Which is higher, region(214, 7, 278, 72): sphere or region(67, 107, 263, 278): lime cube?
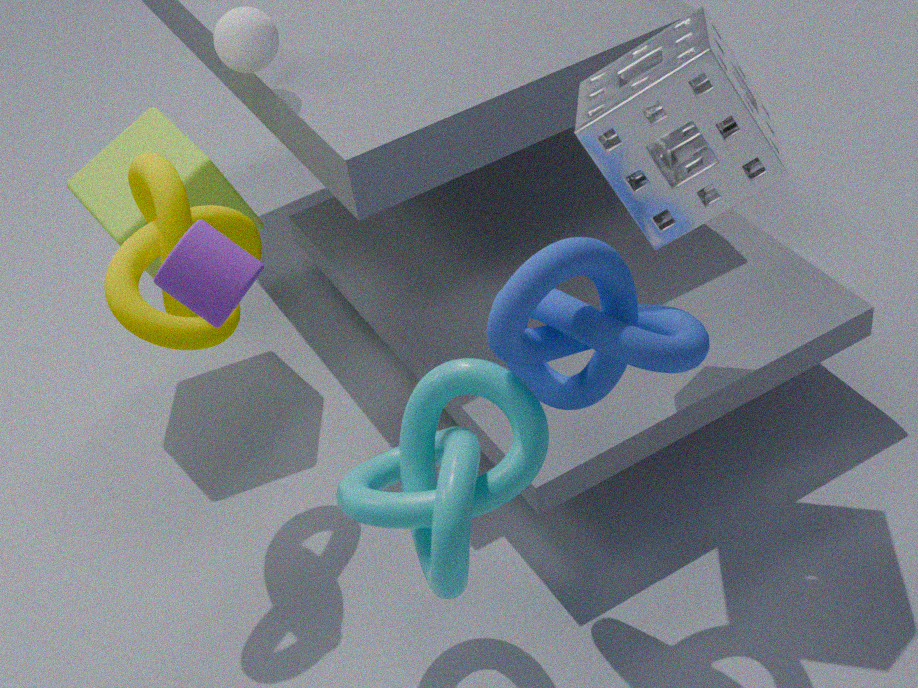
region(214, 7, 278, 72): sphere
